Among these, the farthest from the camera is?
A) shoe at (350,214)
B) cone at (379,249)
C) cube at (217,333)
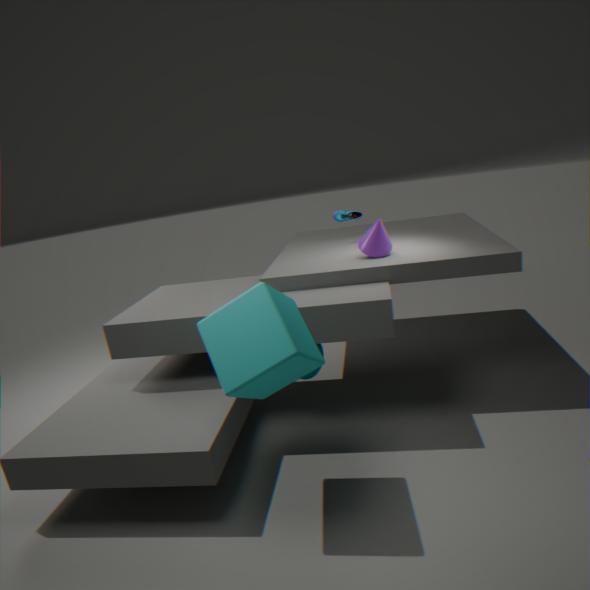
shoe at (350,214)
